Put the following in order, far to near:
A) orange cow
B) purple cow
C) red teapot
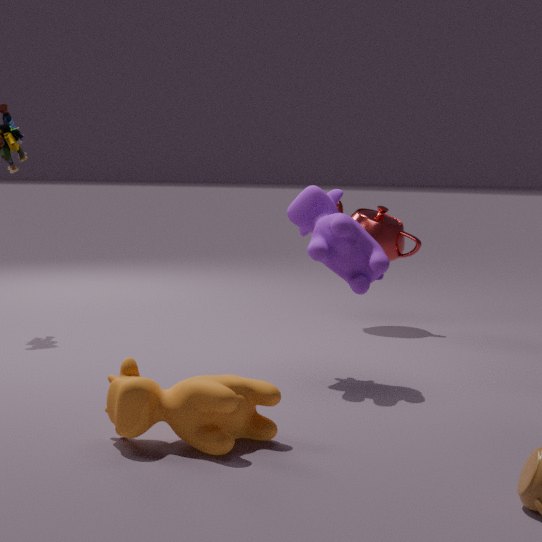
red teapot
purple cow
orange cow
